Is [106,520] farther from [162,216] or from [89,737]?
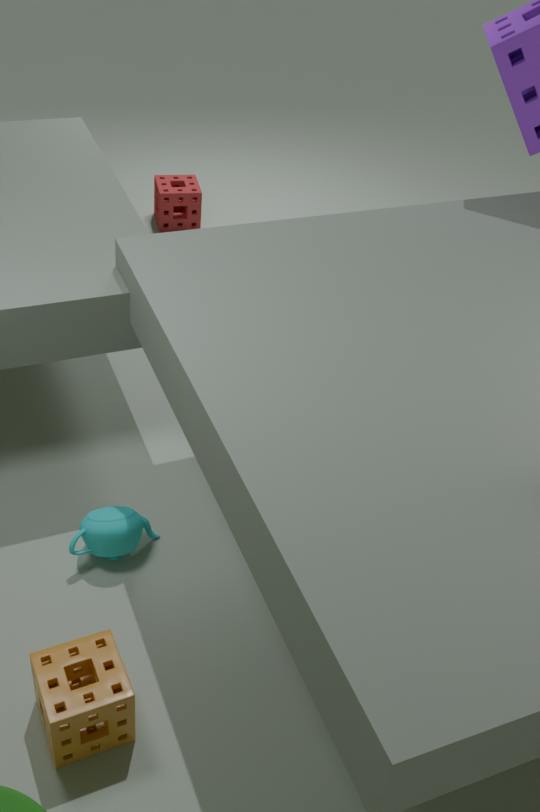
[162,216]
